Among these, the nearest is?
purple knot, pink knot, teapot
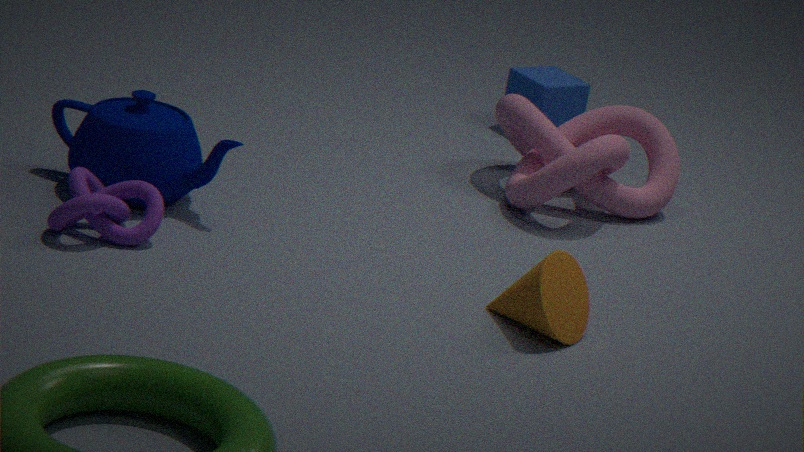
purple knot
